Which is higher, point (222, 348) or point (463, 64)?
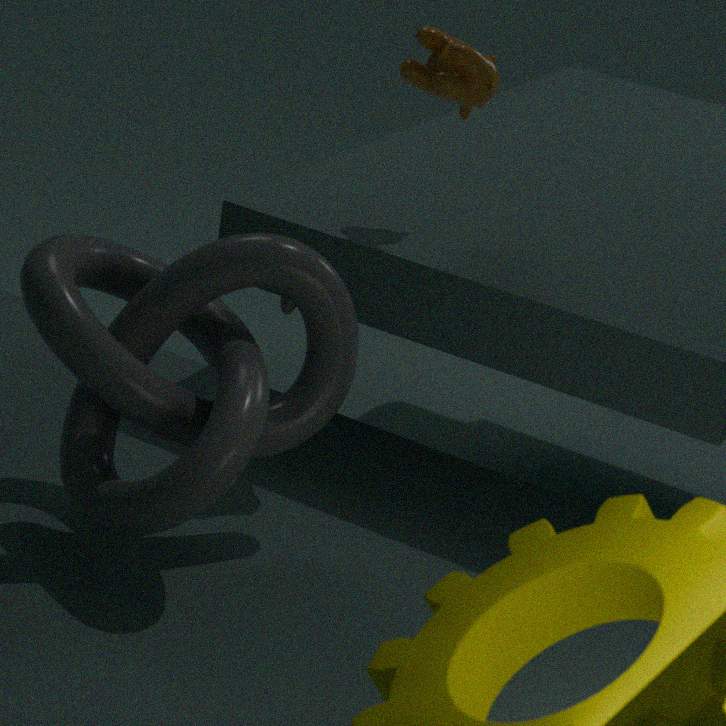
point (463, 64)
